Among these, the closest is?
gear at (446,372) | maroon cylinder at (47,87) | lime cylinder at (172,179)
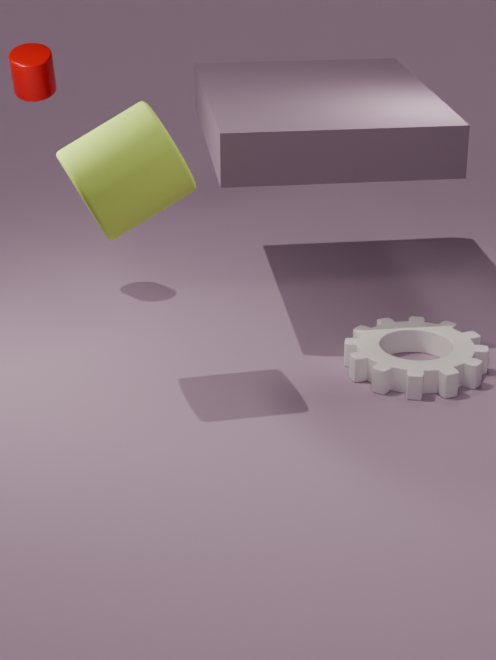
lime cylinder at (172,179)
